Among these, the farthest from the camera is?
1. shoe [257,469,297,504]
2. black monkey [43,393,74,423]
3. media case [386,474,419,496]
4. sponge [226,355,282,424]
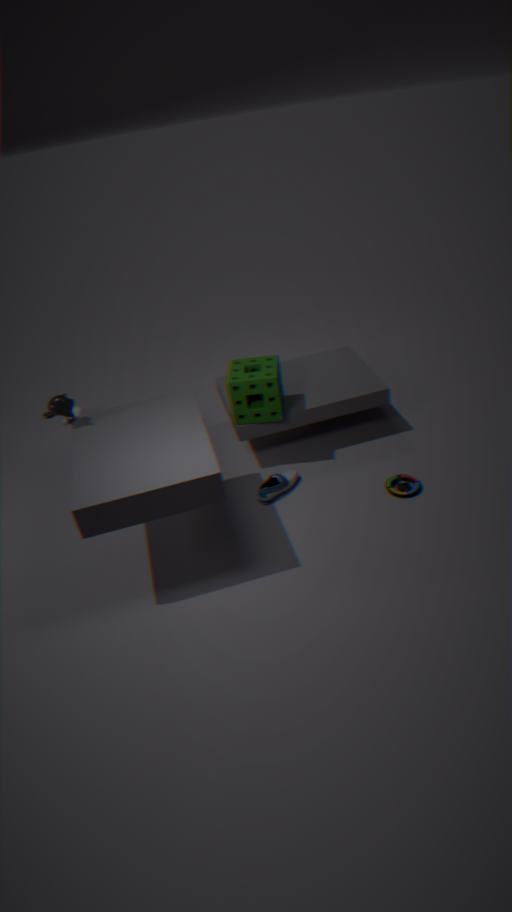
sponge [226,355,282,424]
